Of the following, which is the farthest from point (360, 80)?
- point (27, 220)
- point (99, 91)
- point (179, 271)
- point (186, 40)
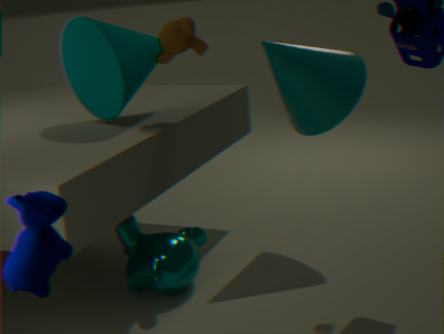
point (27, 220)
